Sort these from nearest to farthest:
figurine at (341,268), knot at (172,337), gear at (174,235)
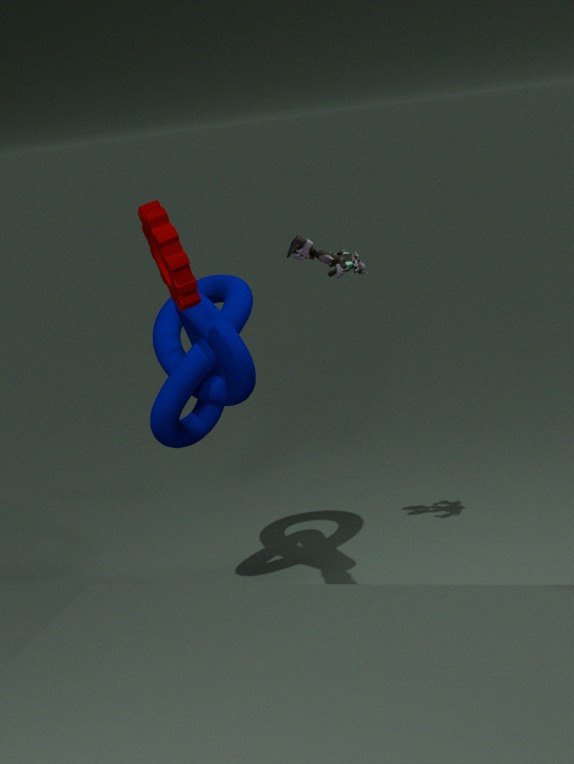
gear at (174,235) → knot at (172,337) → figurine at (341,268)
